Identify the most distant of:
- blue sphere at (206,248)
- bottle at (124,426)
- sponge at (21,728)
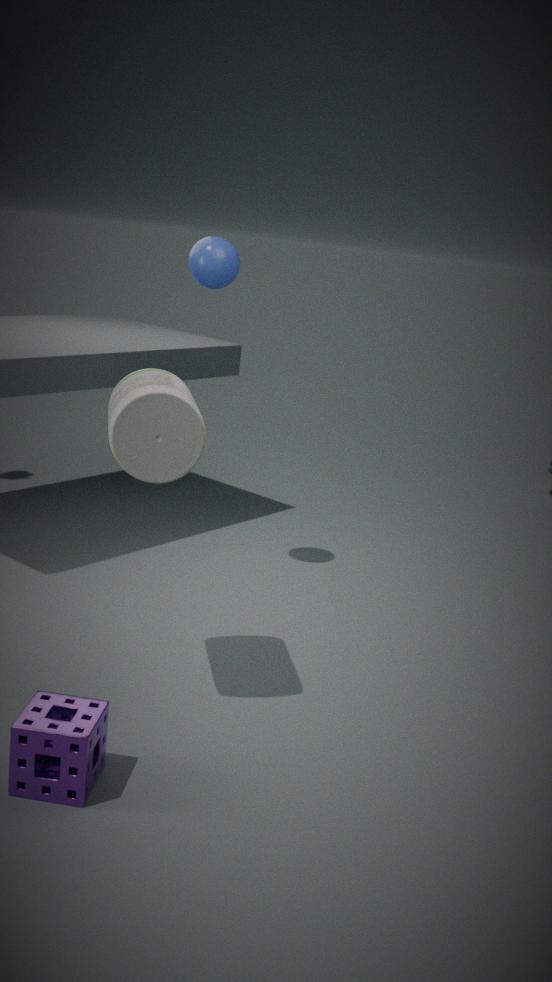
blue sphere at (206,248)
